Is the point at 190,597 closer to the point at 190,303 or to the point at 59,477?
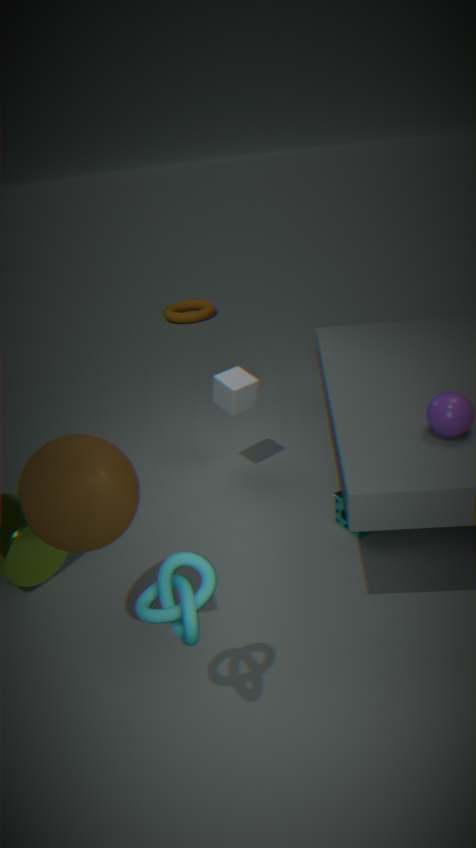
the point at 59,477
